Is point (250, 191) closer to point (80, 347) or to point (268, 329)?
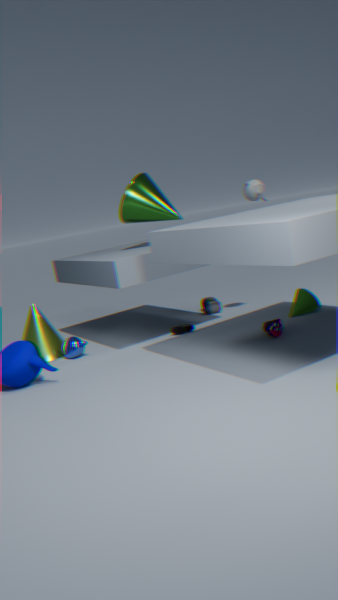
point (268, 329)
